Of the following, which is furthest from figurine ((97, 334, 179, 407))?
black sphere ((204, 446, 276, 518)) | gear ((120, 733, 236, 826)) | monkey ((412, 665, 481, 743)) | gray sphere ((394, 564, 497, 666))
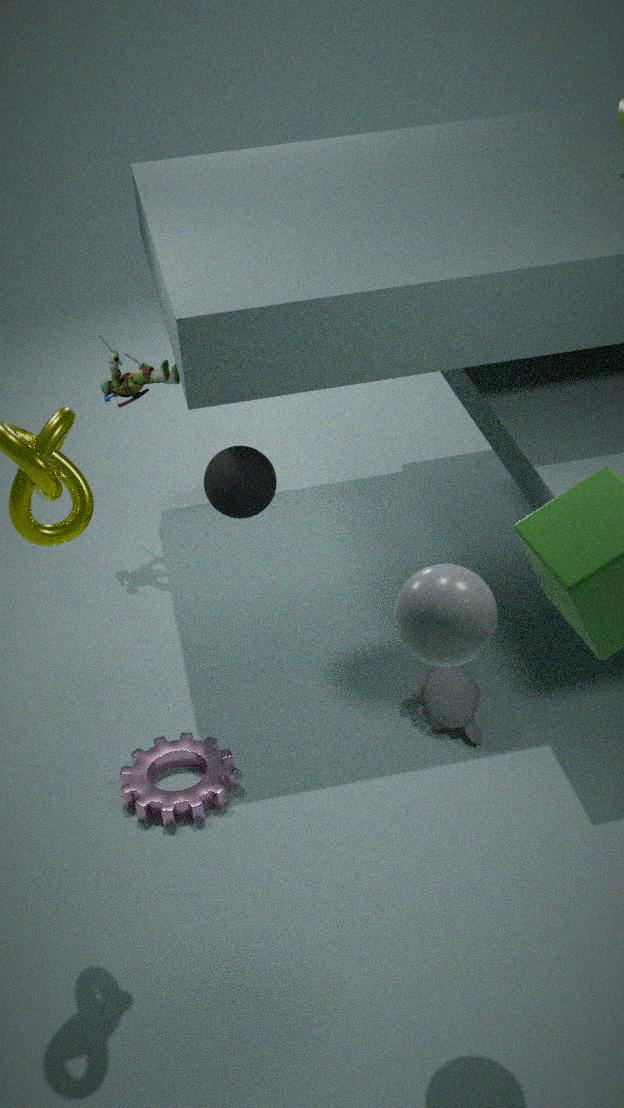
gray sphere ((394, 564, 497, 666))
